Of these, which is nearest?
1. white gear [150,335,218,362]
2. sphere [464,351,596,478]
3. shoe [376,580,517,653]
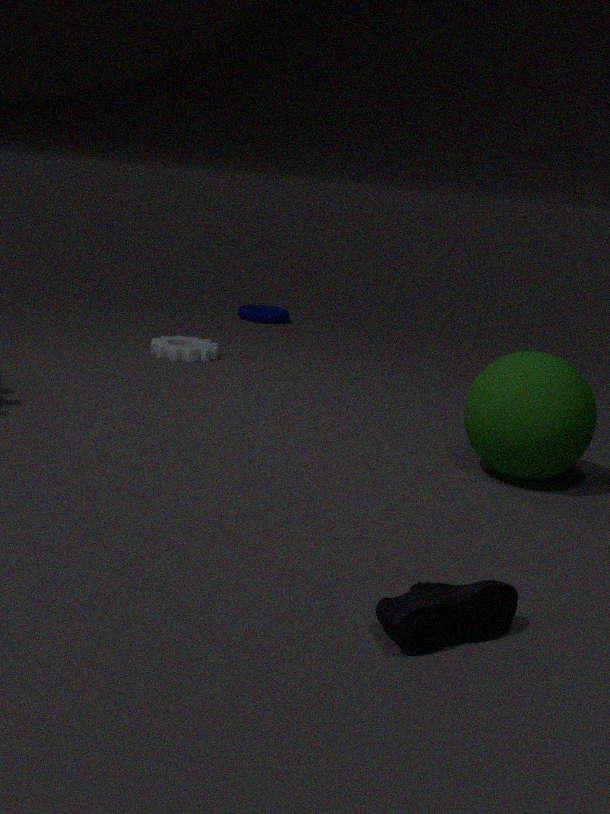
shoe [376,580,517,653]
